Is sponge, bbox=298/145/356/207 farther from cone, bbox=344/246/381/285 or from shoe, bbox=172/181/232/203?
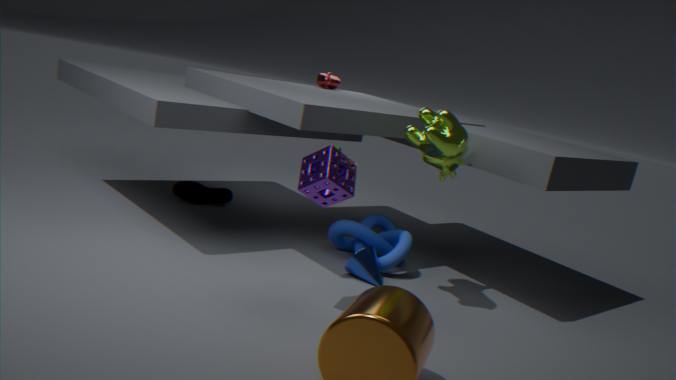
shoe, bbox=172/181/232/203
